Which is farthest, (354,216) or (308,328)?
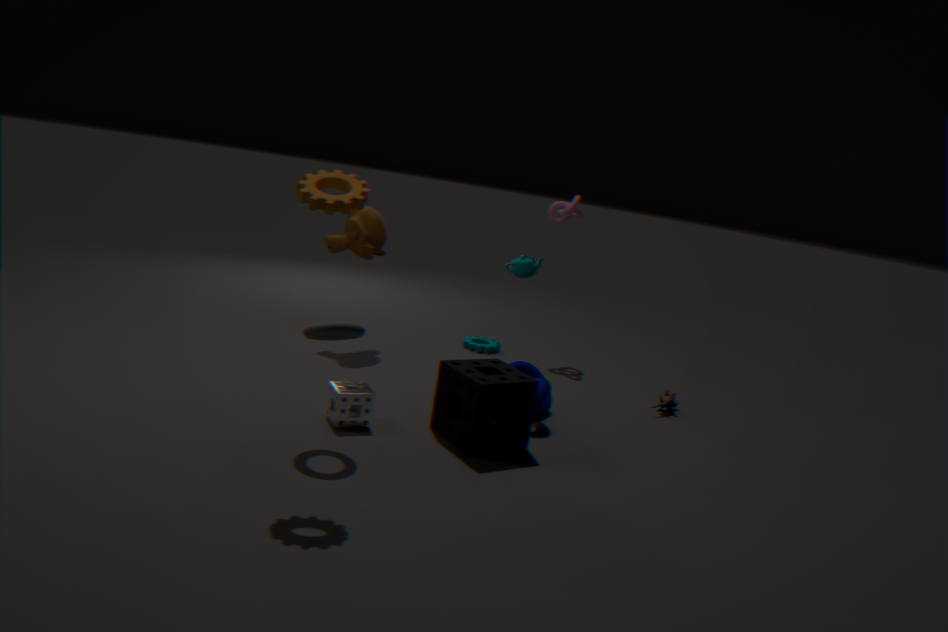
(354,216)
